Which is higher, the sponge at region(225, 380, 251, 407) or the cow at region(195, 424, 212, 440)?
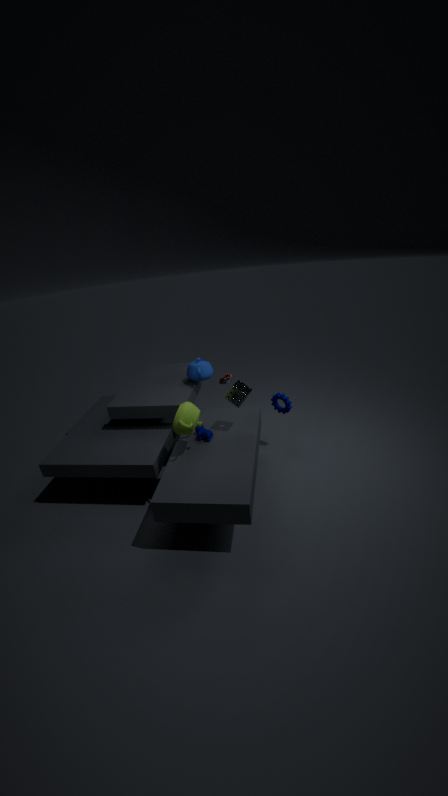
the sponge at region(225, 380, 251, 407)
